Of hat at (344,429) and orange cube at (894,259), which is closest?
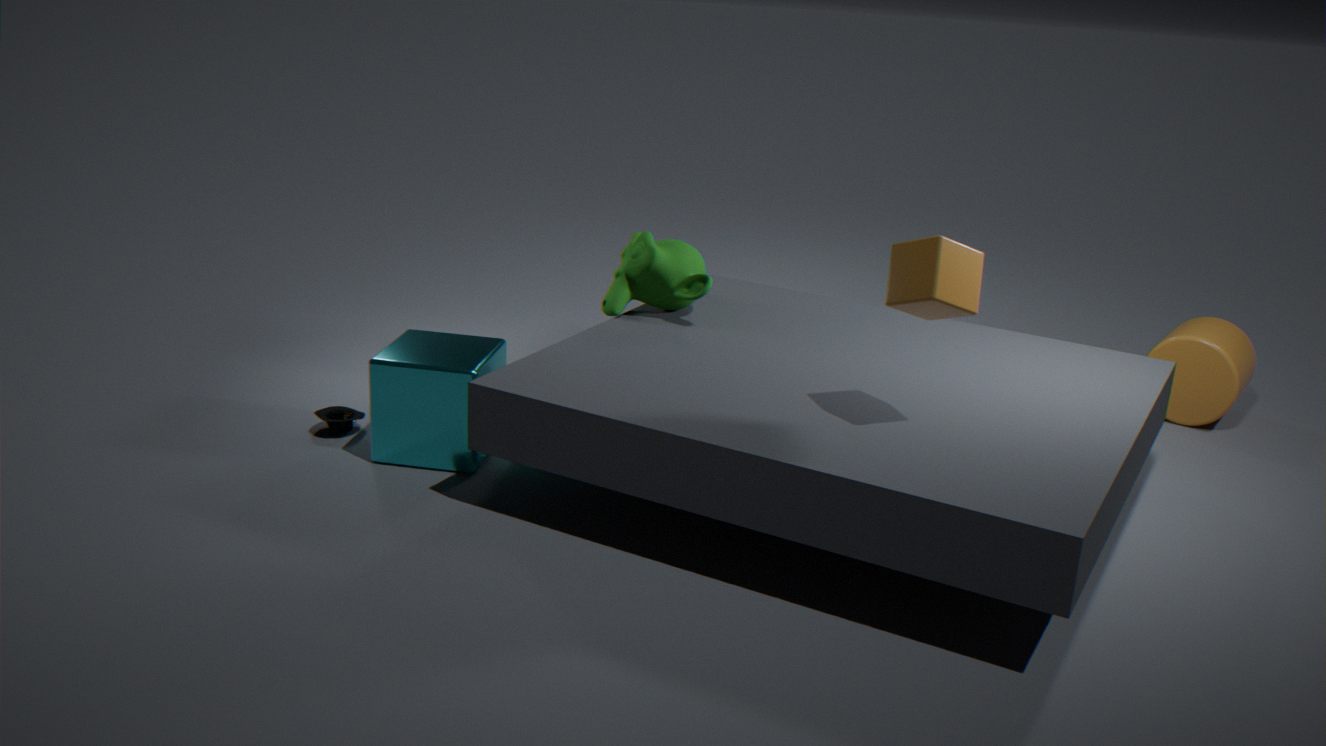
orange cube at (894,259)
